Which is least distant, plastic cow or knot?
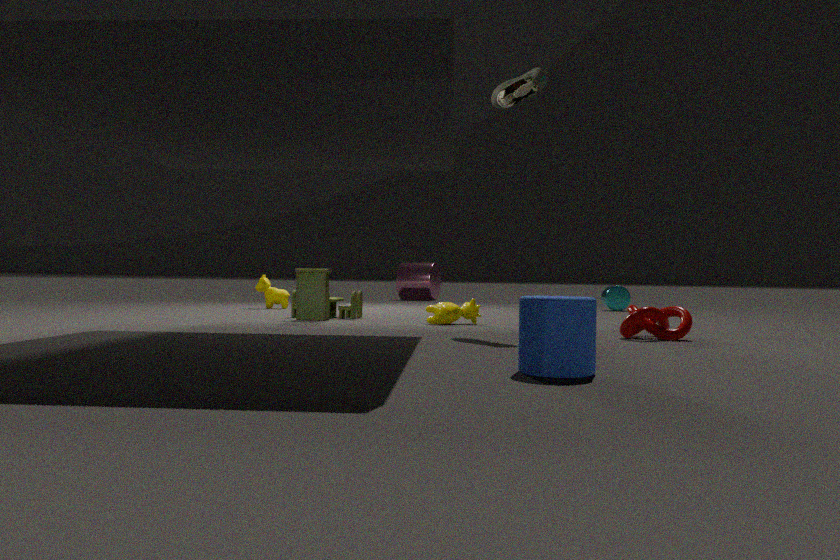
knot
